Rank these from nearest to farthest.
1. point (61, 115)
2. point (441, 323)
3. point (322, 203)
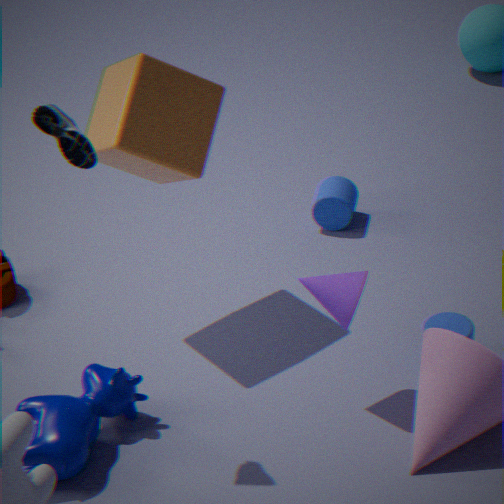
point (61, 115)
point (441, 323)
point (322, 203)
